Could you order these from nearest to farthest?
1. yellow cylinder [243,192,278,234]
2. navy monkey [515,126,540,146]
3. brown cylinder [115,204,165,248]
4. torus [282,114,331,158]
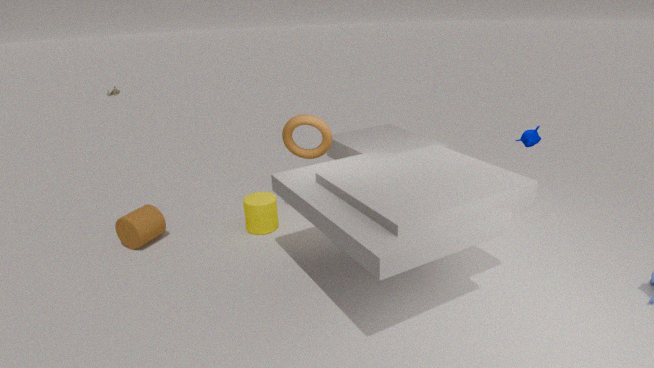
navy monkey [515,126,540,146] < brown cylinder [115,204,165,248] < torus [282,114,331,158] < yellow cylinder [243,192,278,234]
